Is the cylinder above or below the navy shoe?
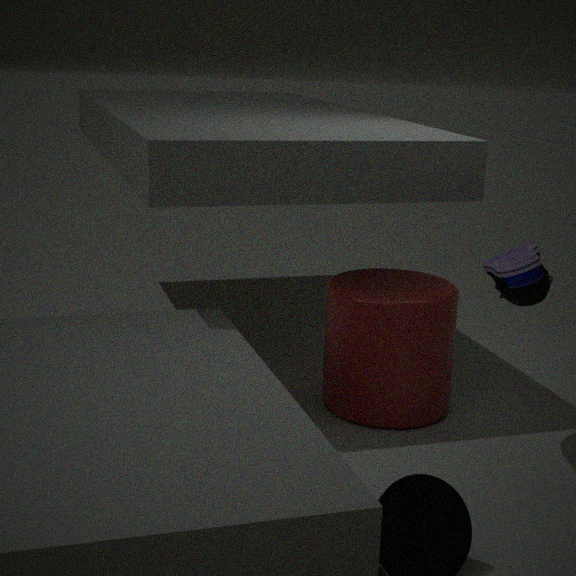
below
